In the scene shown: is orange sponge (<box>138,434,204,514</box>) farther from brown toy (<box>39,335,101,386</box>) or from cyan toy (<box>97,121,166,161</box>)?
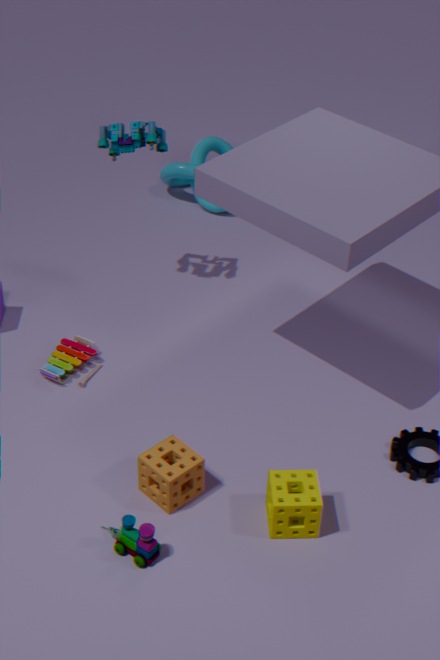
cyan toy (<box>97,121,166,161</box>)
